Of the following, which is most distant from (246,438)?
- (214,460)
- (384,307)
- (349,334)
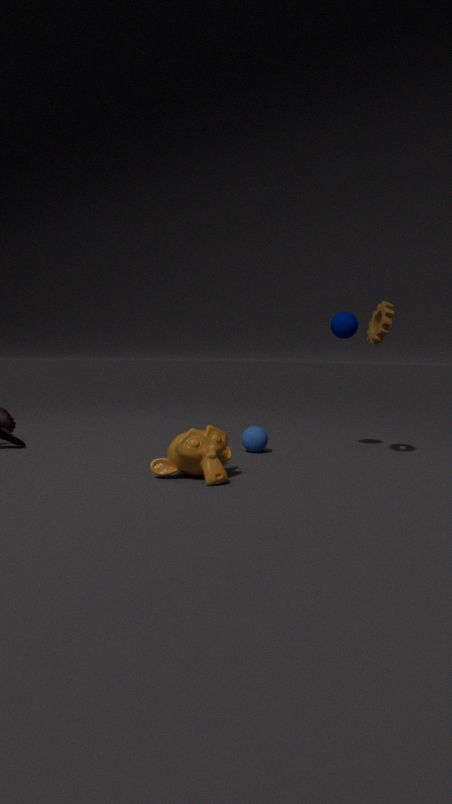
(384,307)
